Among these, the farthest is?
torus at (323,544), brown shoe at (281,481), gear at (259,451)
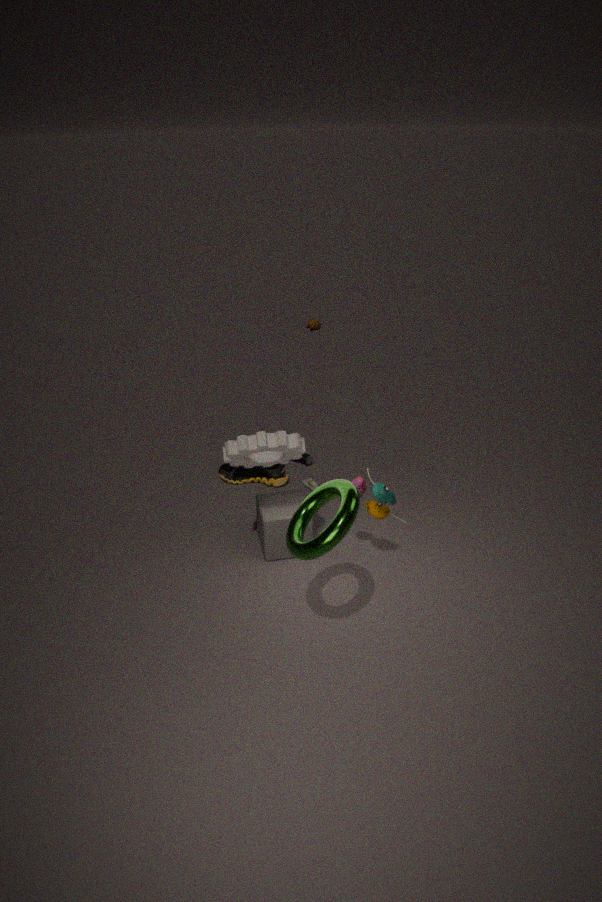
brown shoe at (281,481)
